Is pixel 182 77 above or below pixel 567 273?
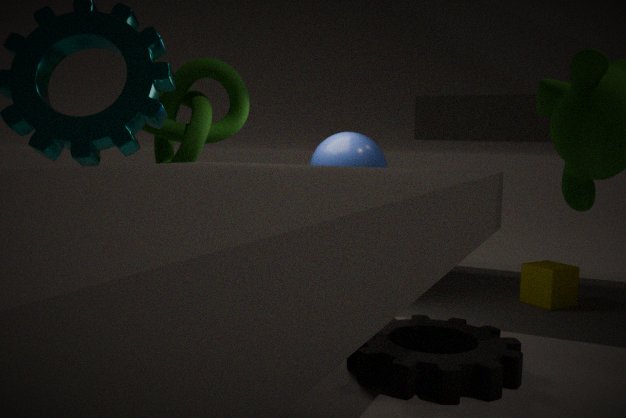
above
